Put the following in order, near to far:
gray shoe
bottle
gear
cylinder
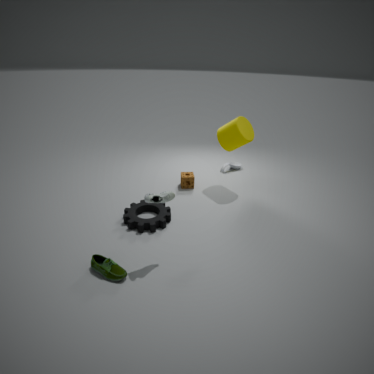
gray shoe, gear, cylinder, bottle
